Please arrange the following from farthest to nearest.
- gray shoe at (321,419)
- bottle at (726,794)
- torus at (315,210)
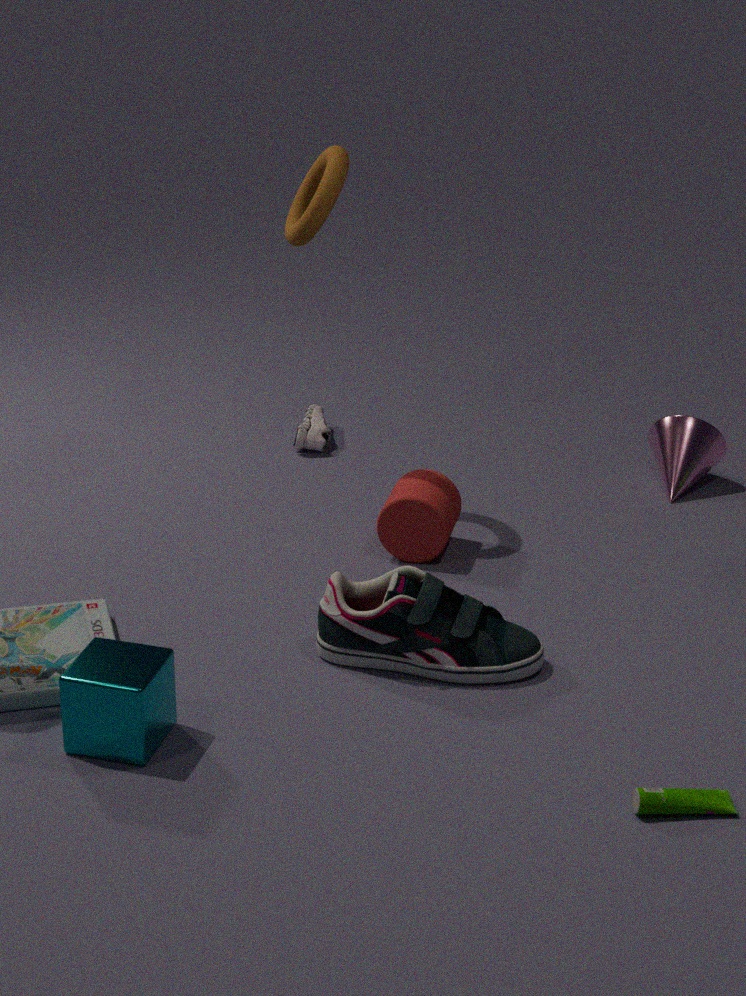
gray shoe at (321,419), torus at (315,210), bottle at (726,794)
